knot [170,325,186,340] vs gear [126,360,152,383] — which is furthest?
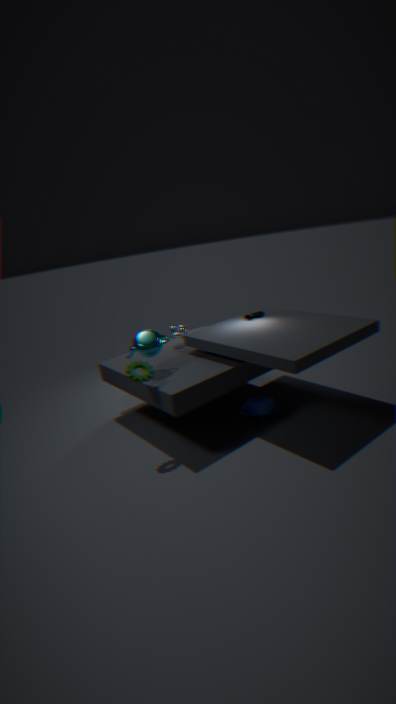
knot [170,325,186,340]
